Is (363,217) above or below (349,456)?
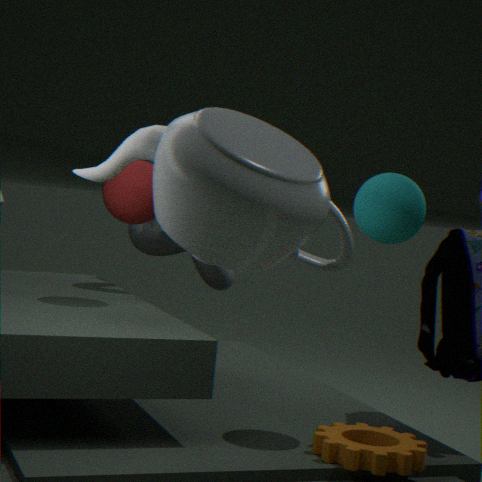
above
